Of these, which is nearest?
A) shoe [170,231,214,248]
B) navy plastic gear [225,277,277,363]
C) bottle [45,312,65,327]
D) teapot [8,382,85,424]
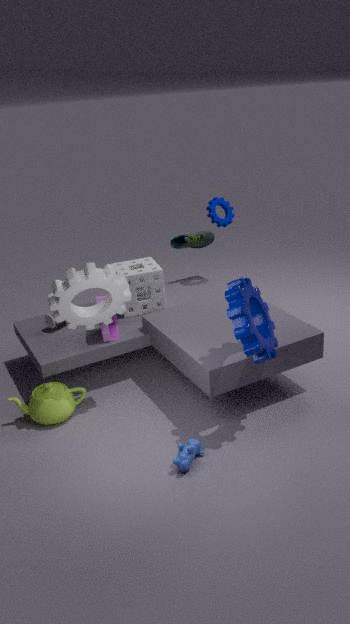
navy plastic gear [225,277,277,363]
